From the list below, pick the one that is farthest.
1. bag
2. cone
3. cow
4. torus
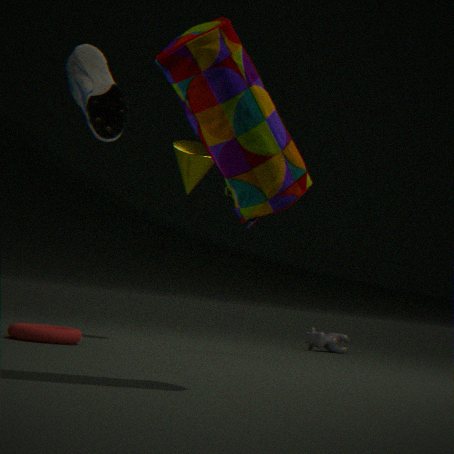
cow
